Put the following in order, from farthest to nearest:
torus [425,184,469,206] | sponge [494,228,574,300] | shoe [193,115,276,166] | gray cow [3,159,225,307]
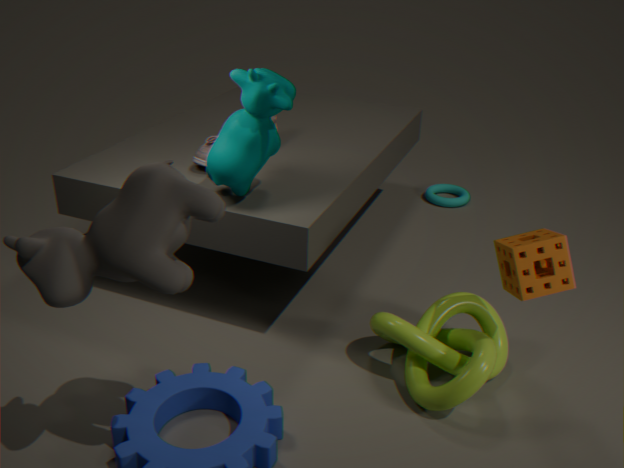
torus [425,184,469,206]
shoe [193,115,276,166]
sponge [494,228,574,300]
gray cow [3,159,225,307]
